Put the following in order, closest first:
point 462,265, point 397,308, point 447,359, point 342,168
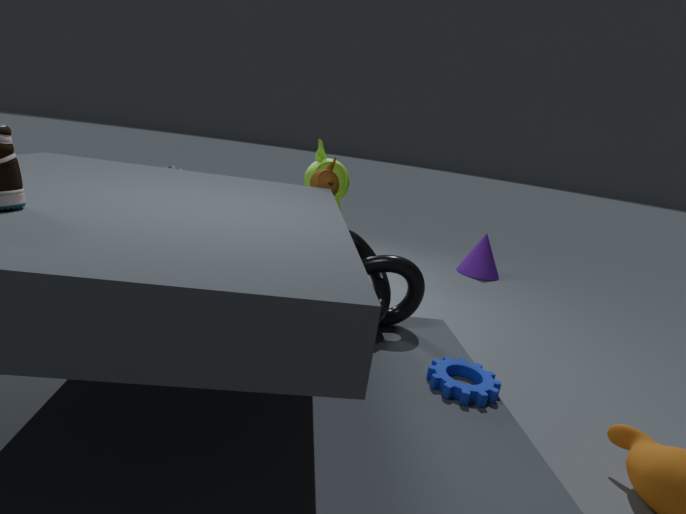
point 447,359 < point 397,308 < point 342,168 < point 462,265
